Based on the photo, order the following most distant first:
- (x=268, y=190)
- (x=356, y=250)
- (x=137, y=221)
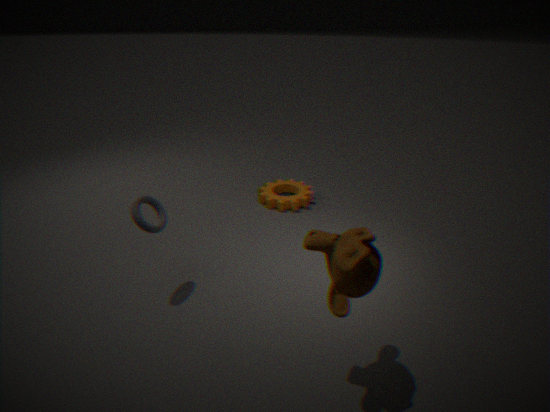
(x=268, y=190), (x=137, y=221), (x=356, y=250)
